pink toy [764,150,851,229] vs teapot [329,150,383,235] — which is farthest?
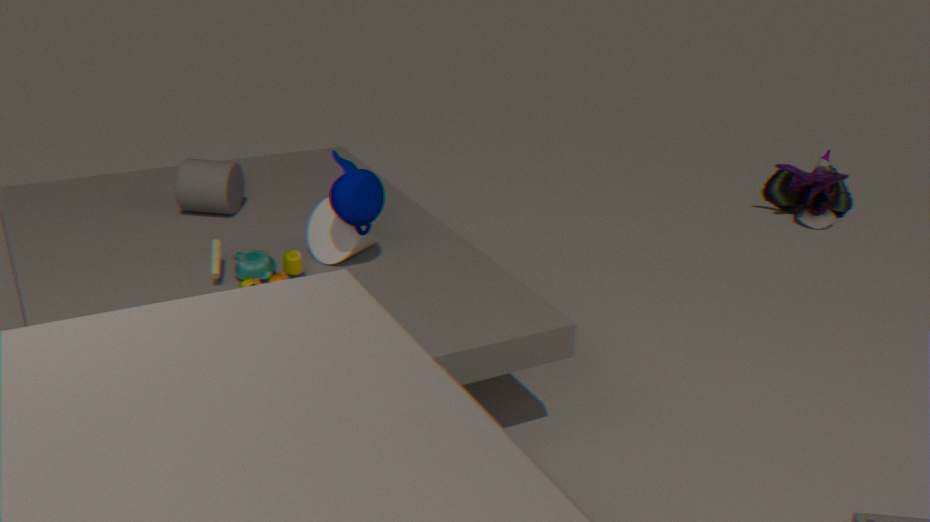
pink toy [764,150,851,229]
